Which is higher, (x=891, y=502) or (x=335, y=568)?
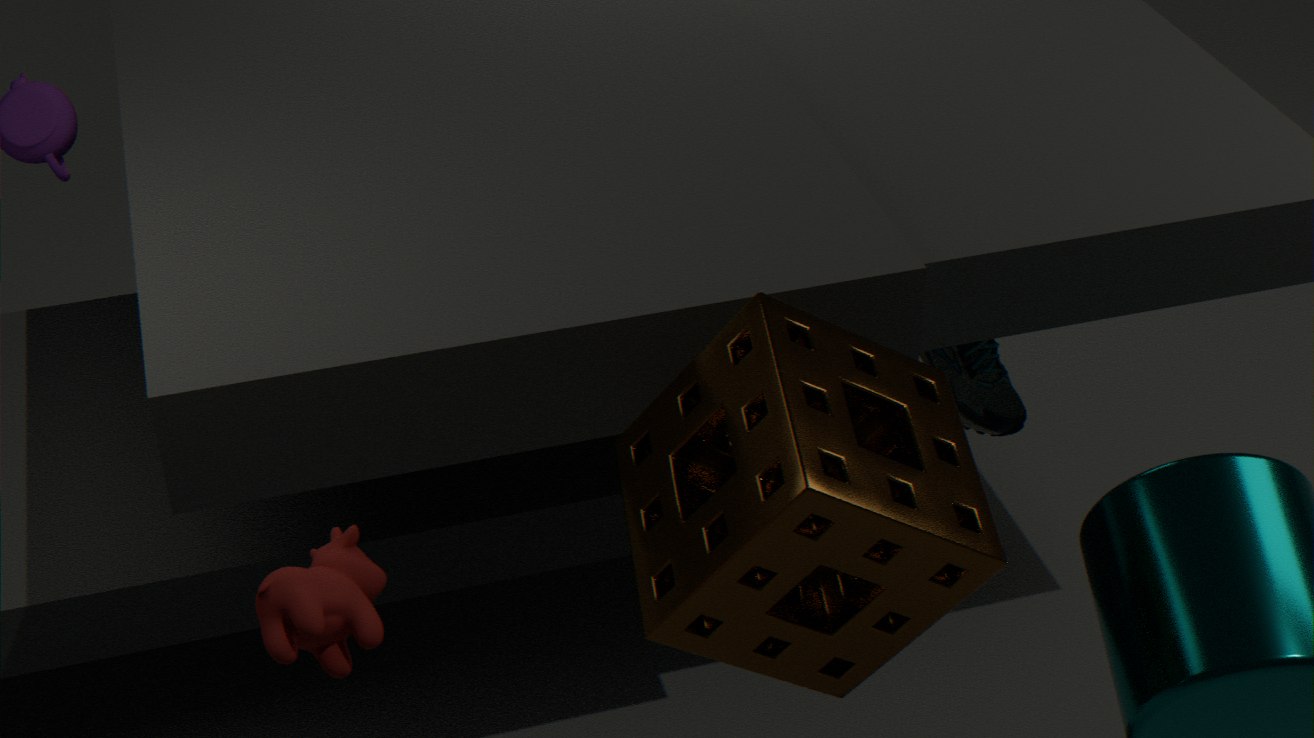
(x=335, y=568)
